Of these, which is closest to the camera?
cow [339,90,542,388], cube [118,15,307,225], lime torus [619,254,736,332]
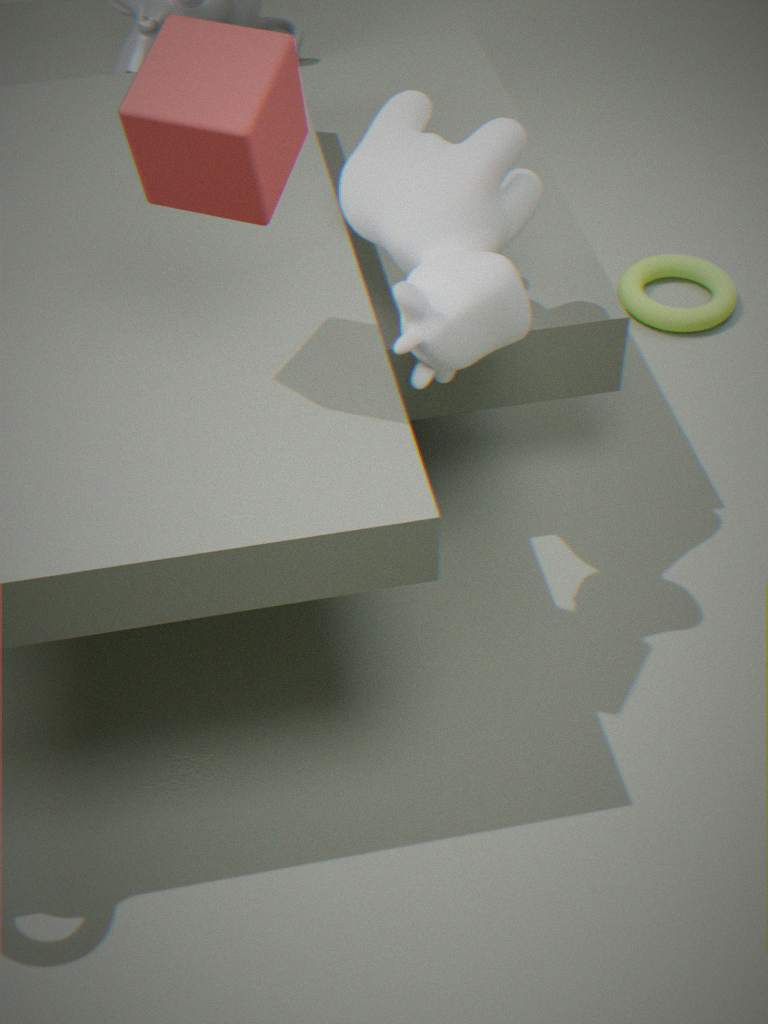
cube [118,15,307,225]
